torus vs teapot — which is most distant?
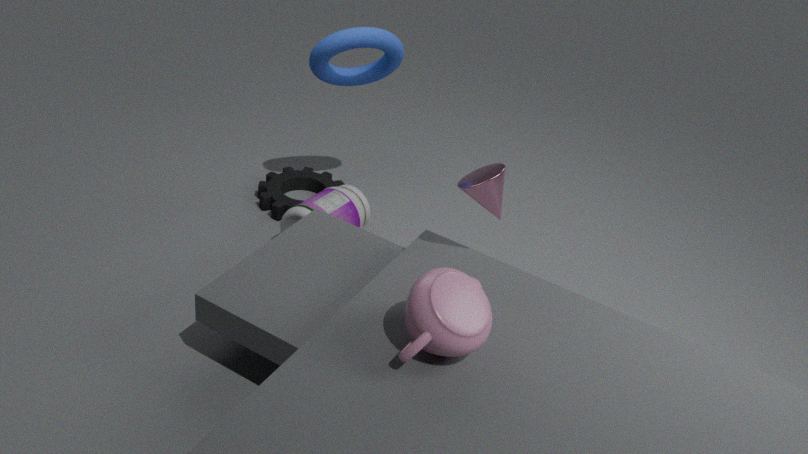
torus
